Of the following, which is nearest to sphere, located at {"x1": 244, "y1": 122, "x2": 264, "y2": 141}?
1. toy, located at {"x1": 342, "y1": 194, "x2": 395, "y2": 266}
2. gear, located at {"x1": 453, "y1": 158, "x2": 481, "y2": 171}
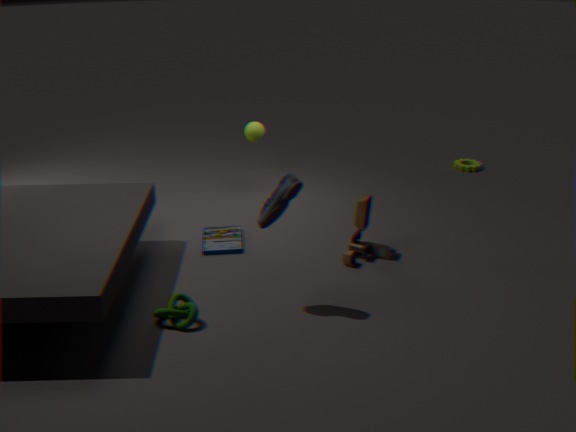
toy, located at {"x1": 342, "y1": 194, "x2": 395, "y2": 266}
